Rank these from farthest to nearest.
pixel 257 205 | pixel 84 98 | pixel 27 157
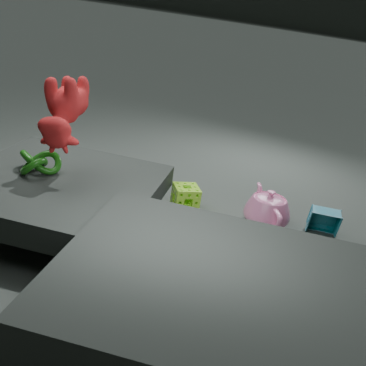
pixel 257 205 → pixel 27 157 → pixel 84 98
